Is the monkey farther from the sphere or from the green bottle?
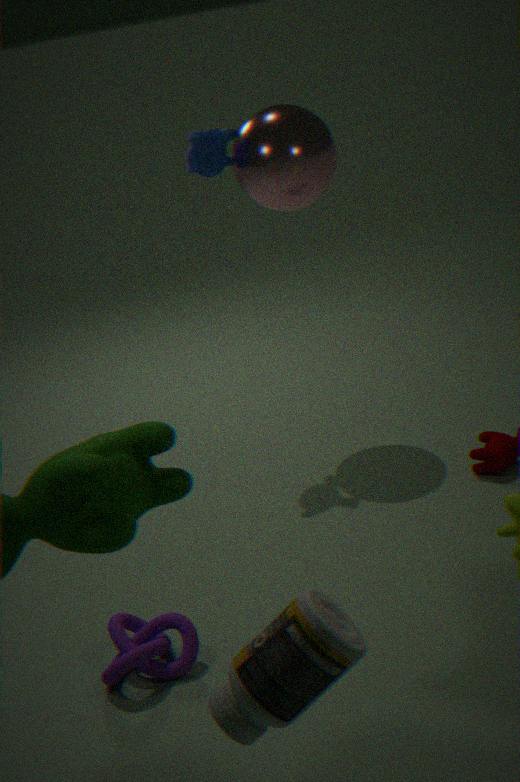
the green bottle
